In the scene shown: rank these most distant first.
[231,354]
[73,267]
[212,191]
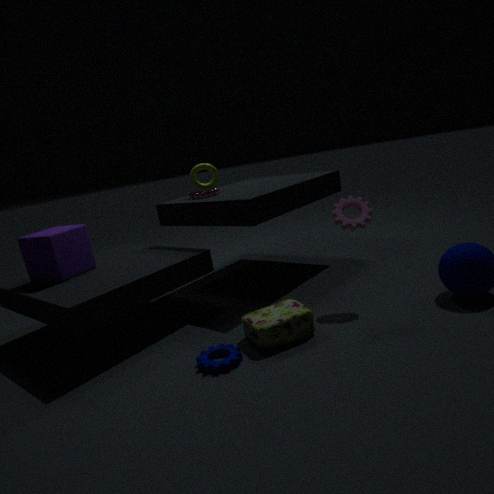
[212,191] < [73,267] < [231,354]
